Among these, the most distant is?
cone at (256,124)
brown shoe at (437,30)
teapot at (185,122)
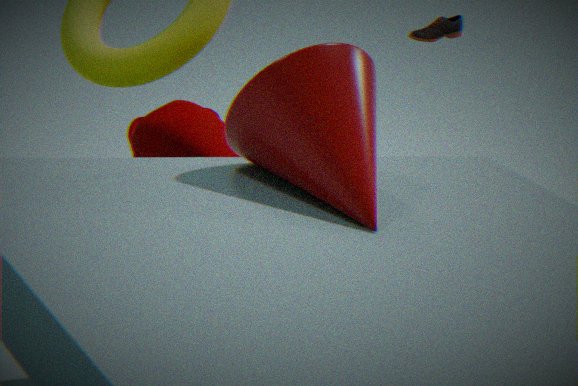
brown shoe at (437,30)
